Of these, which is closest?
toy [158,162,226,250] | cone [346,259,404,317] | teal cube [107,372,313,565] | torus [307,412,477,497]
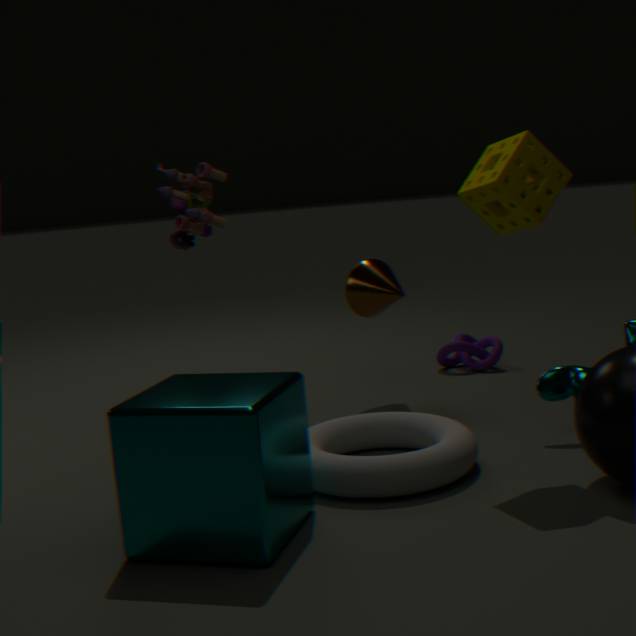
teal cube [107,372,313,565]
